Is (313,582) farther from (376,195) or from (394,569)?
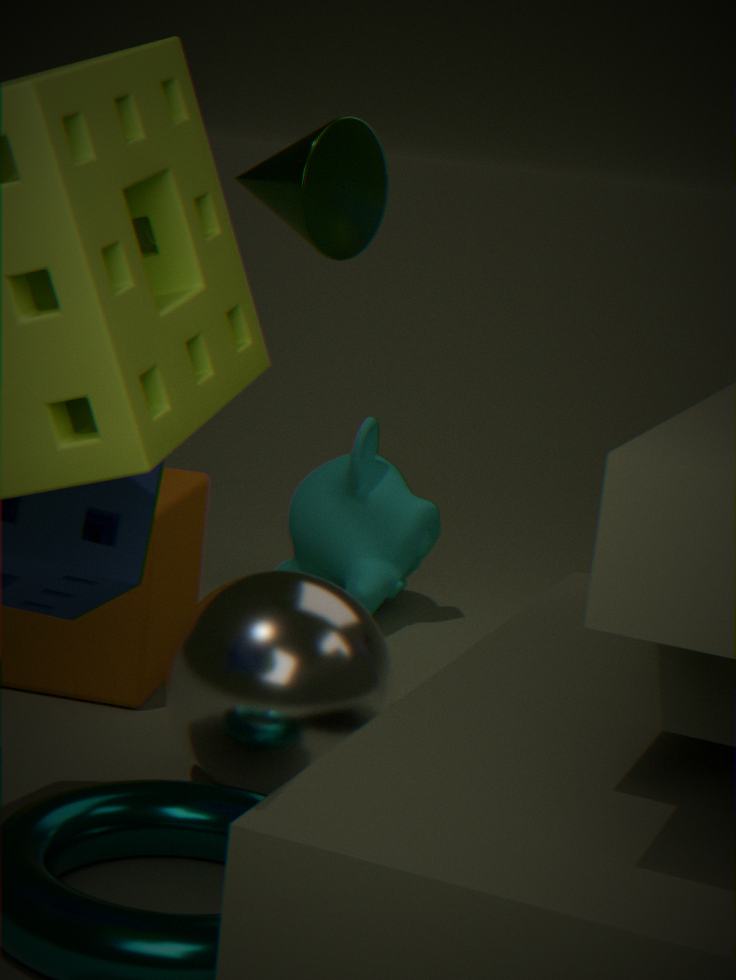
(394,569)
